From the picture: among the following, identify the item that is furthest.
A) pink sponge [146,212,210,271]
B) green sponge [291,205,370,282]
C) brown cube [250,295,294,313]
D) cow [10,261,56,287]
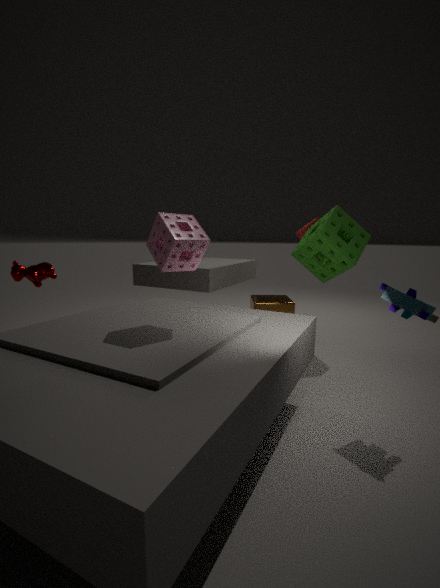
brown cube [250,295,294,313]
